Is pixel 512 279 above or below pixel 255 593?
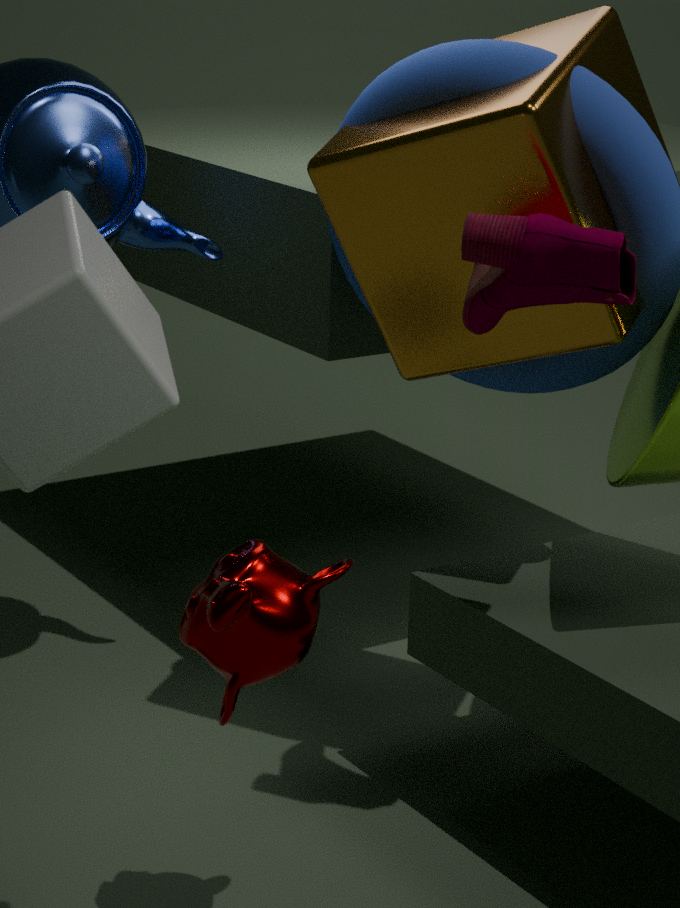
above
